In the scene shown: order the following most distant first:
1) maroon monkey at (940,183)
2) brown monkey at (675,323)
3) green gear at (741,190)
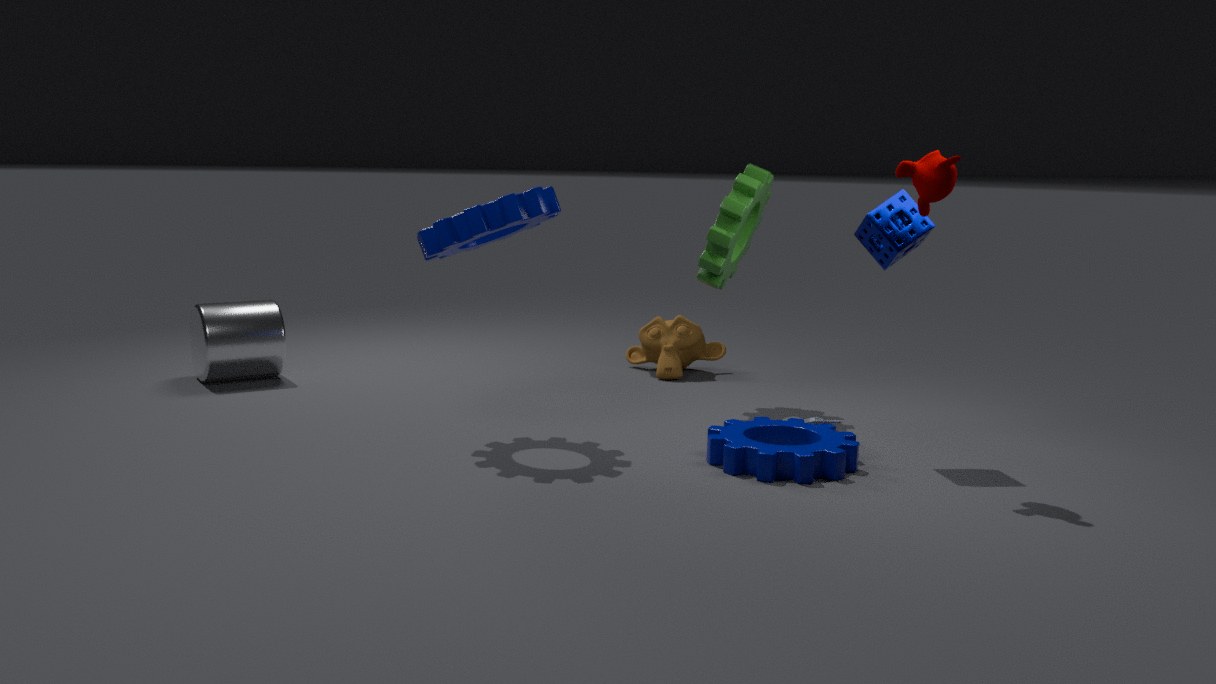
2. brown monkey at (675,323) → 3. green gear at (741,190) → 1. maroon monkey at (940,183)
